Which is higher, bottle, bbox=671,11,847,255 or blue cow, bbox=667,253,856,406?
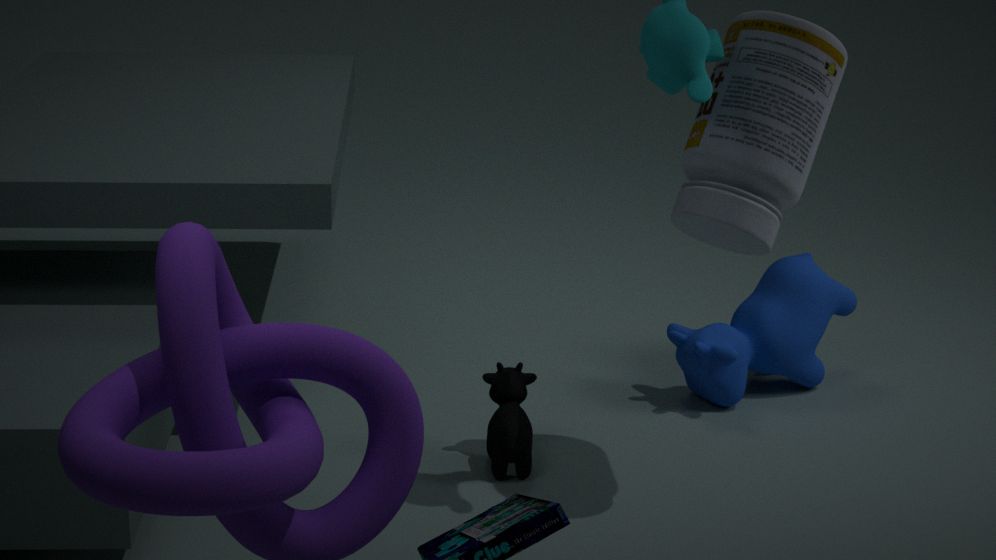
bottle, bbox=671,11,847,255
